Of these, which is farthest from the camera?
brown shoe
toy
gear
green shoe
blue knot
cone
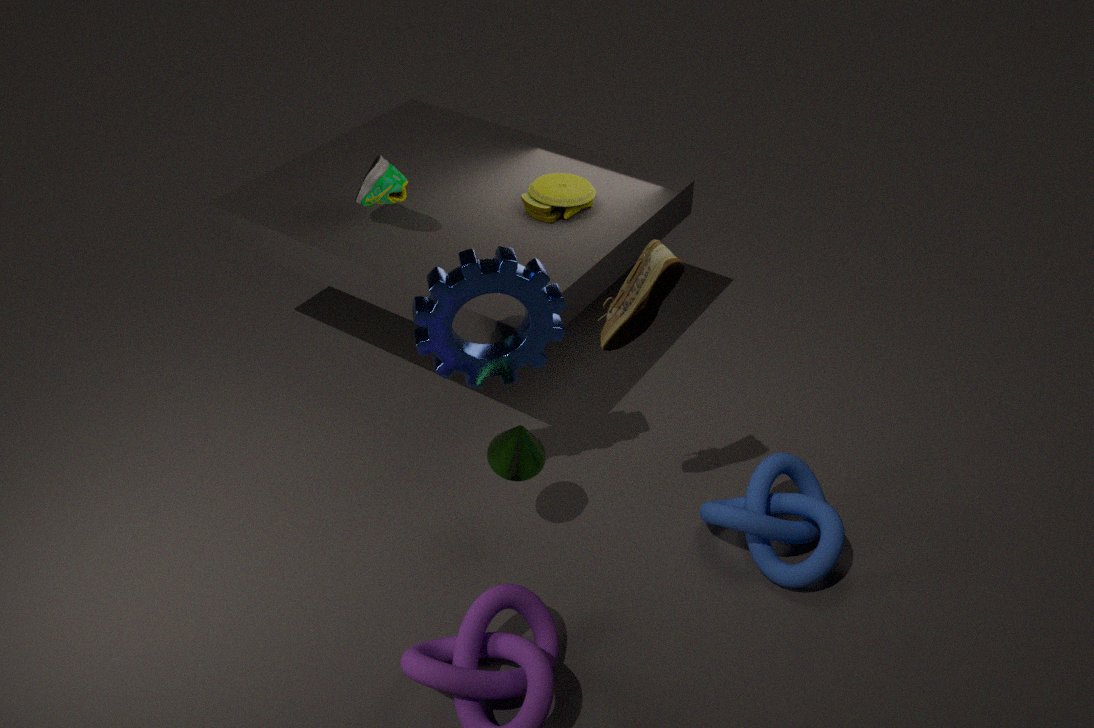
toy
